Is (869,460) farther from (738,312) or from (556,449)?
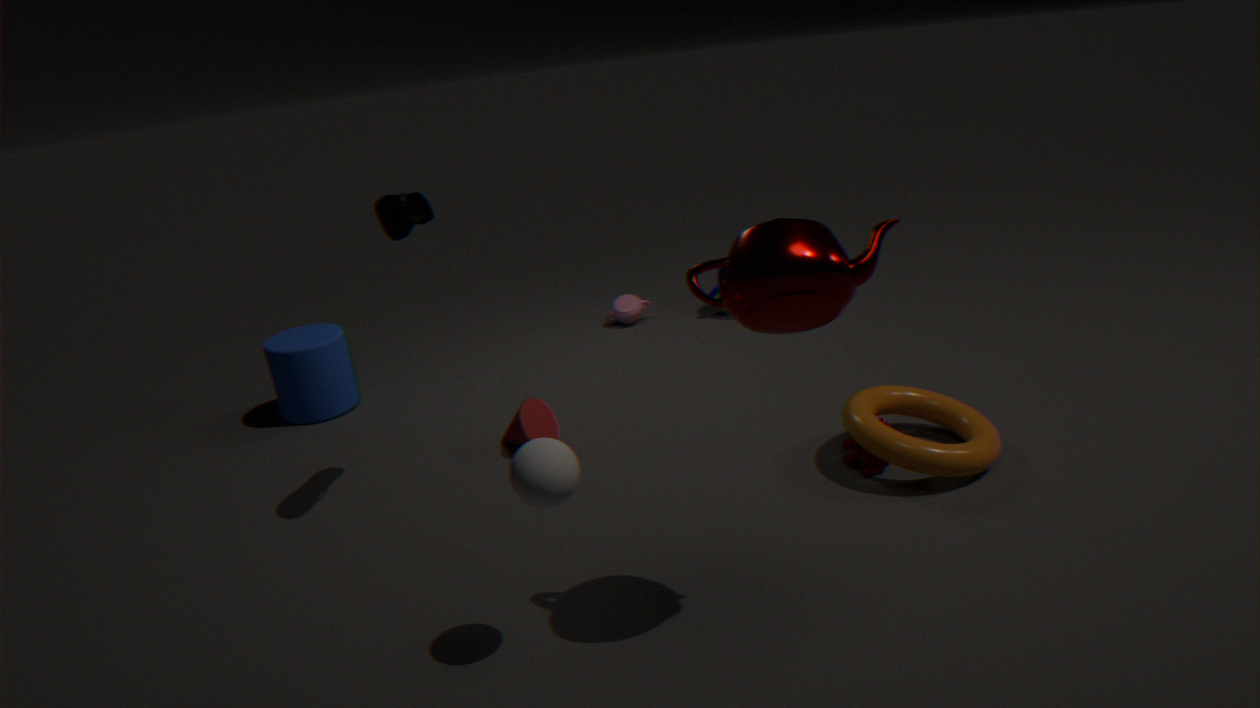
(556,449)
